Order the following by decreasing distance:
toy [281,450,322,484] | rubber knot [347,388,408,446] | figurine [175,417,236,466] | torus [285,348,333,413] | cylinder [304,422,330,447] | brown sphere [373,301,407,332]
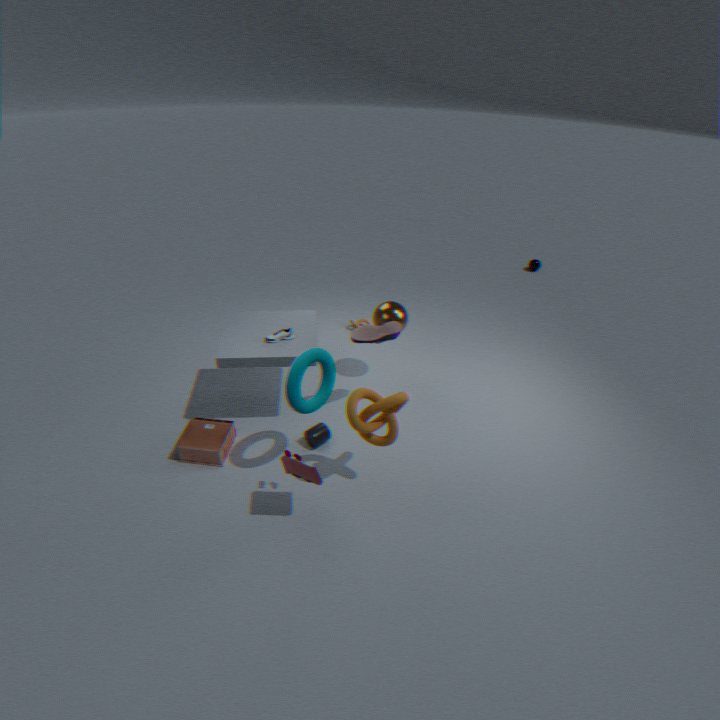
brown sphere [373,301,407,332]
cylinder [304,422,330,447]
figurine [175,417,236,466]
rubber knot [347,388,408,446]
torus [285,348,333,413]
toy [281,450,322,484]
